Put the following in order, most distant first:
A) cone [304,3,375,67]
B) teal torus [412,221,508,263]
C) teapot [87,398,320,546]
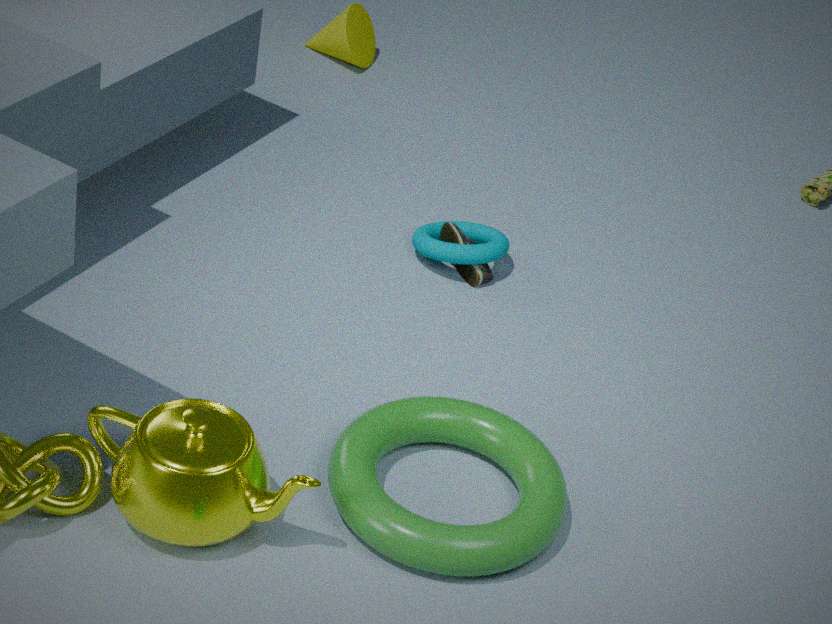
1. cone [304,3,375,67]
2. teal torus [412,221,508,263]
3. teapot [87,398,320,546]
